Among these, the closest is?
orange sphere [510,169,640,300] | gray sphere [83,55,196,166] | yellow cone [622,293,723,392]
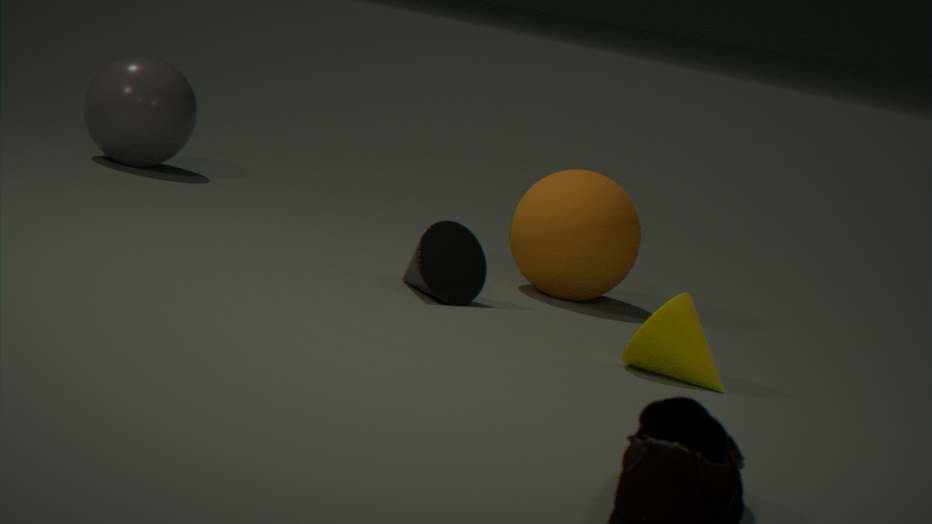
yellow cone [622,293,723,392]
